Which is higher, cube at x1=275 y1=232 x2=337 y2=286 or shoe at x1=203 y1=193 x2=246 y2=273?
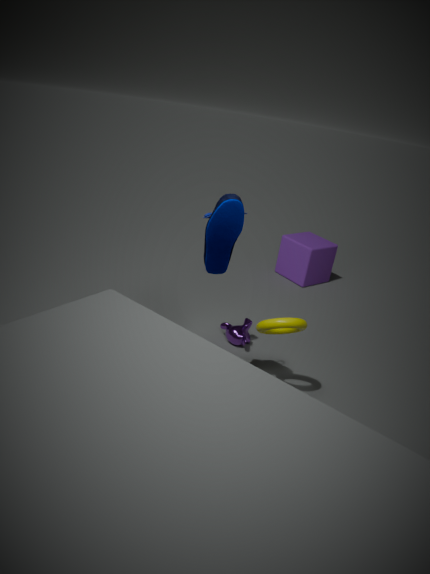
shoe at x1=203 y1=193 x2=246 y2=273
